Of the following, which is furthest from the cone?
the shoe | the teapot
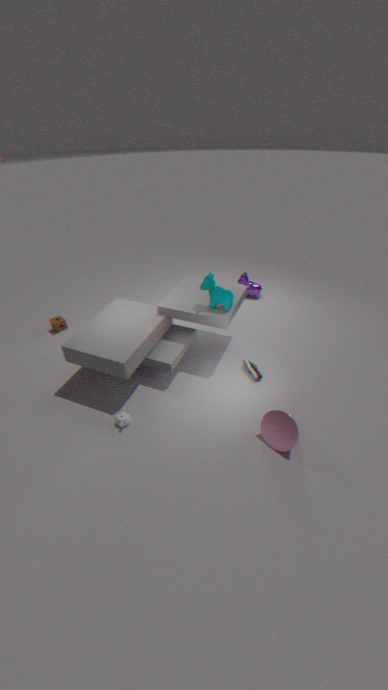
the teapot
